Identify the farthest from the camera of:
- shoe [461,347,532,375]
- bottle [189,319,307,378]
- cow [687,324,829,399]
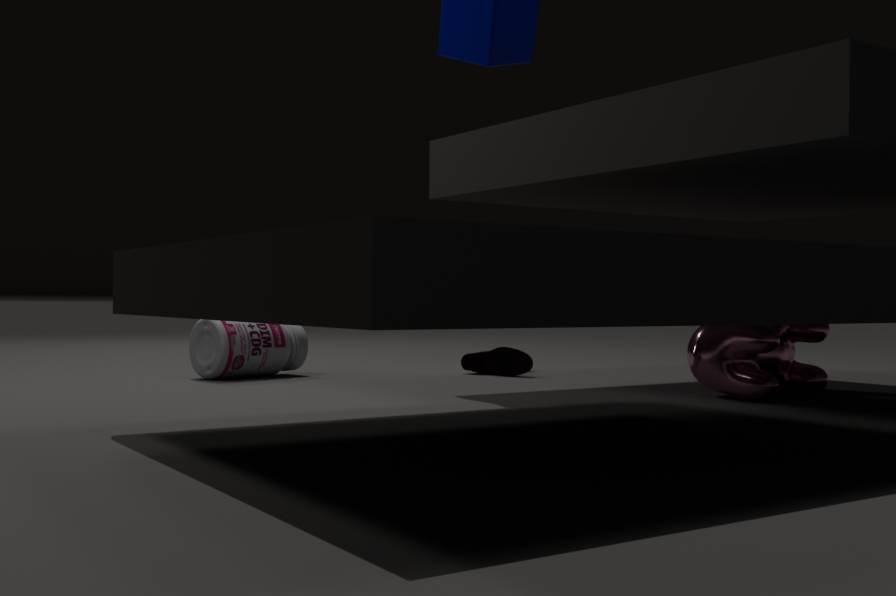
shoe [461,347,532,375]
